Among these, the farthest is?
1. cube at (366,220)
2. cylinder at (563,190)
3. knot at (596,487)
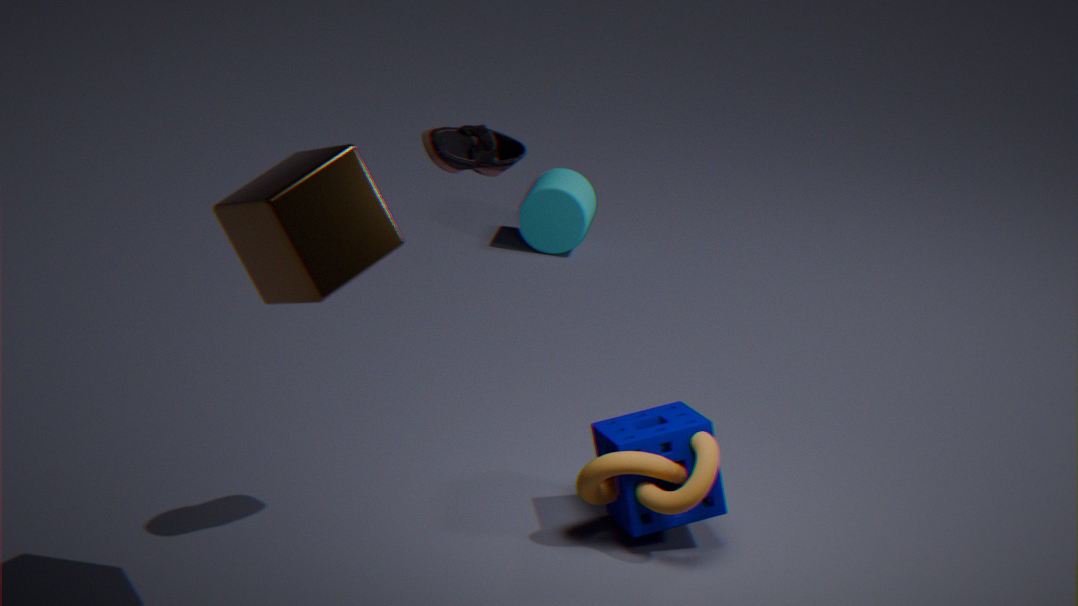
cylinder at (563,190)
